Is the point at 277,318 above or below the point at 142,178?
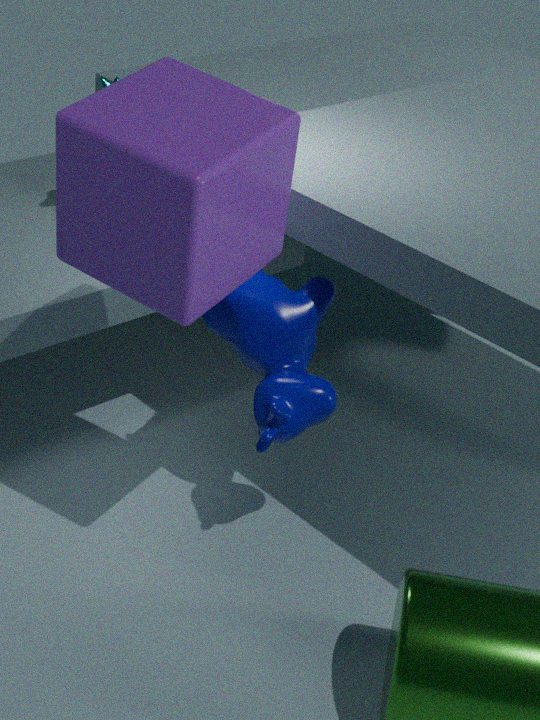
below
